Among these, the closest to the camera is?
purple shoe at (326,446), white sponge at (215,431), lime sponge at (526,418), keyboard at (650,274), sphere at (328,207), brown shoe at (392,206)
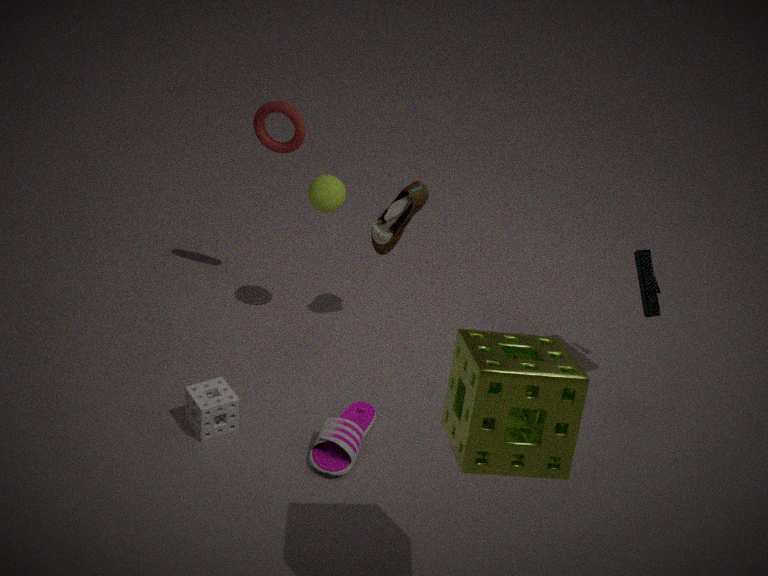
lime sponge at (526,418)
